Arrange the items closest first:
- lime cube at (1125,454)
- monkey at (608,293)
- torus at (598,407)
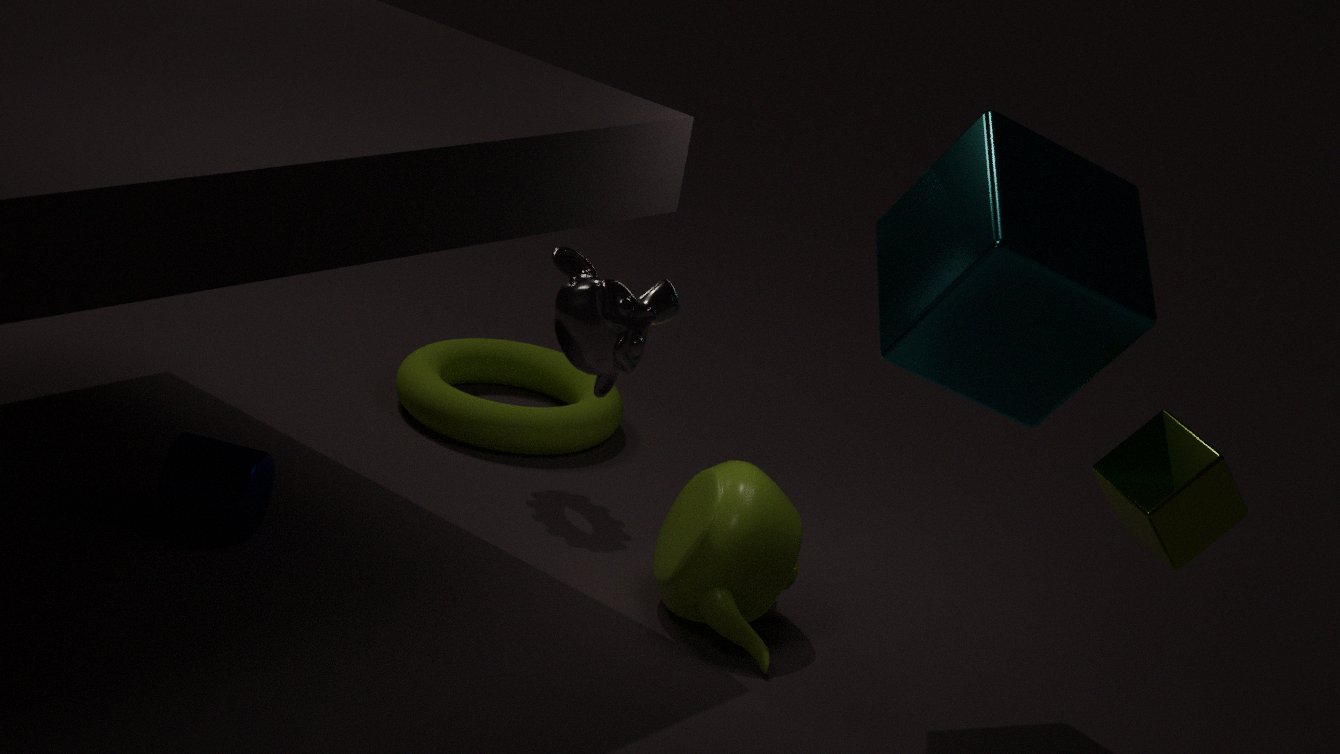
monkey at (608,293) < lime cube at (1125,454) < torus at (598,407)
